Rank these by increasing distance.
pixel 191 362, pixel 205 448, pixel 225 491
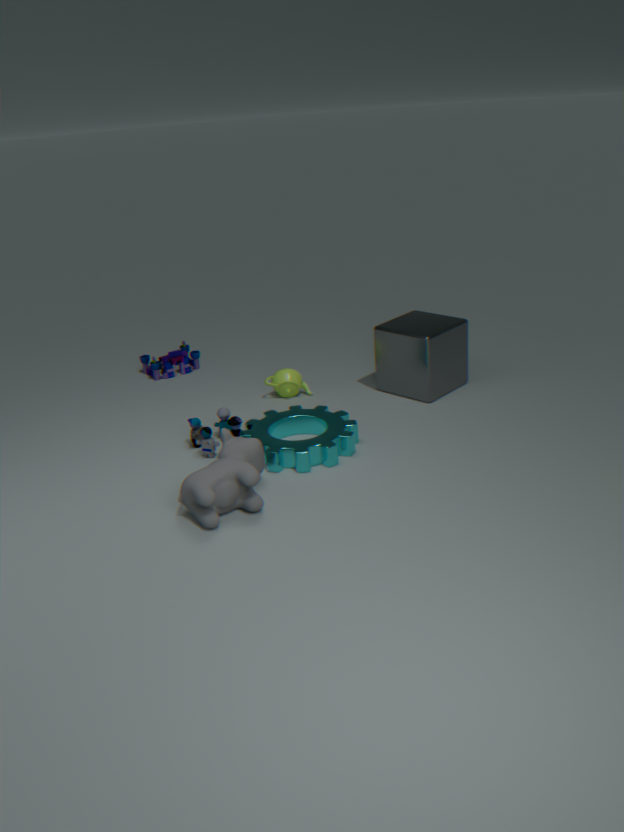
pixel 225 491, pixel 205 448, pixel 191 362
